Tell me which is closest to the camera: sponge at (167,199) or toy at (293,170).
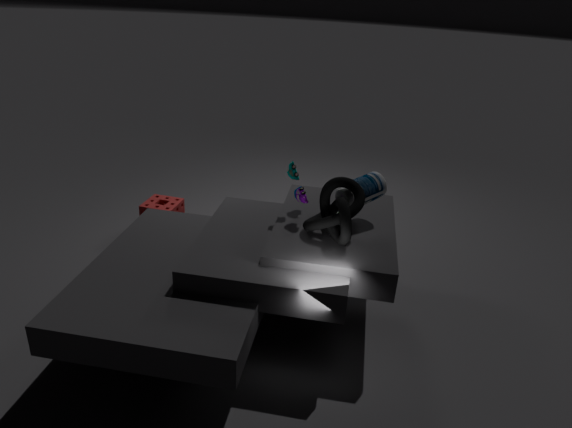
toy at (293,170)
